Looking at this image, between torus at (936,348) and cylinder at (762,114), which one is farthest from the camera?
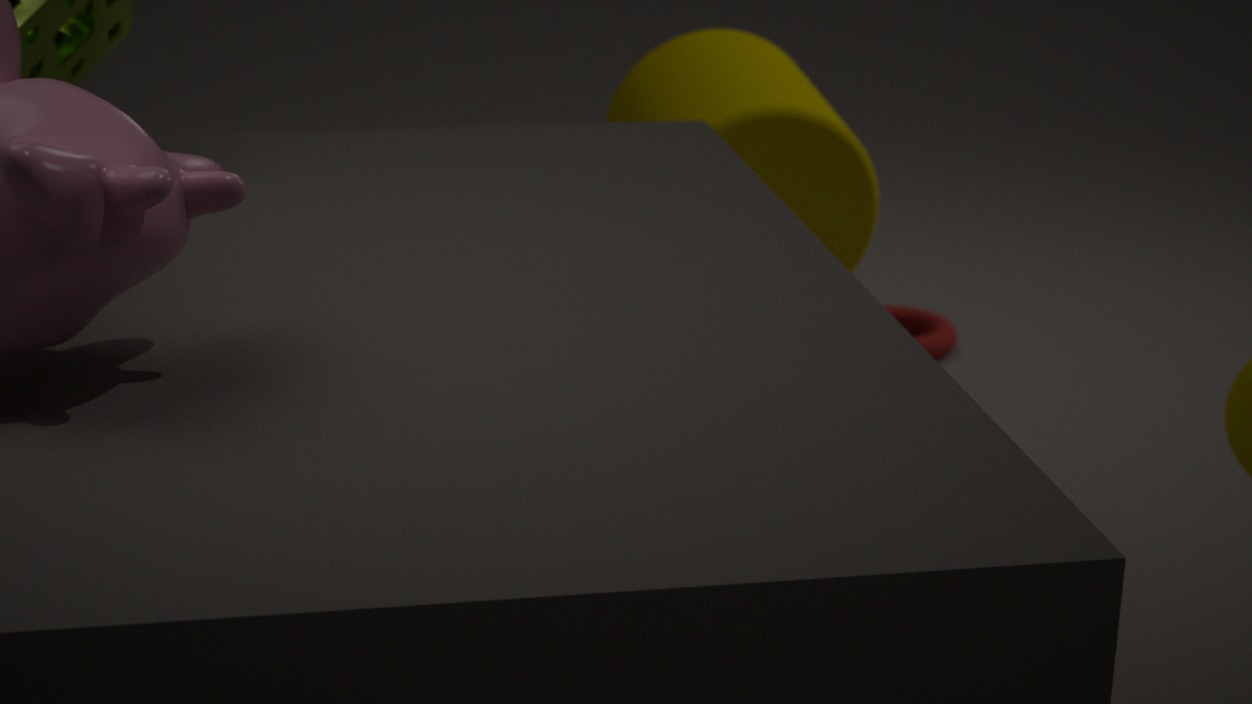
torus at (936,348)
